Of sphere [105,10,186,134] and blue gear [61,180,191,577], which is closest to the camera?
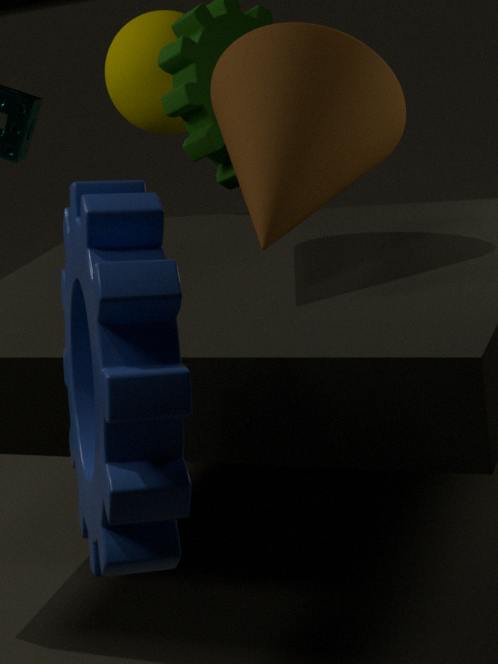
blue gear [61,180,191,577]
